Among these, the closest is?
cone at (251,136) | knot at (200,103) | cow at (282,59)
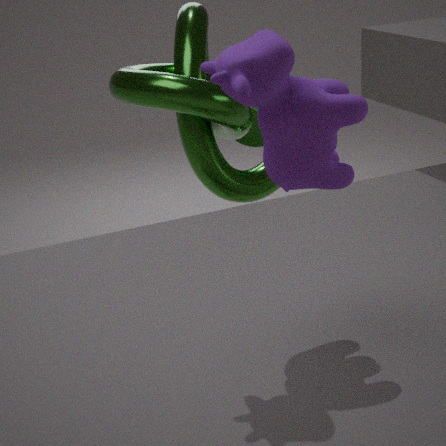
cow at (282,59)
